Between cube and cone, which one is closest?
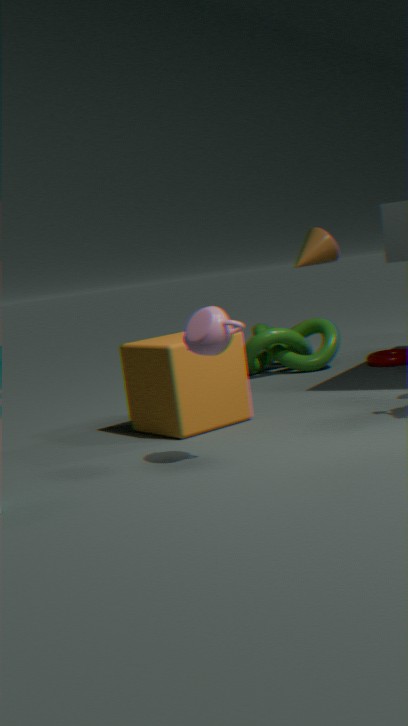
cube
